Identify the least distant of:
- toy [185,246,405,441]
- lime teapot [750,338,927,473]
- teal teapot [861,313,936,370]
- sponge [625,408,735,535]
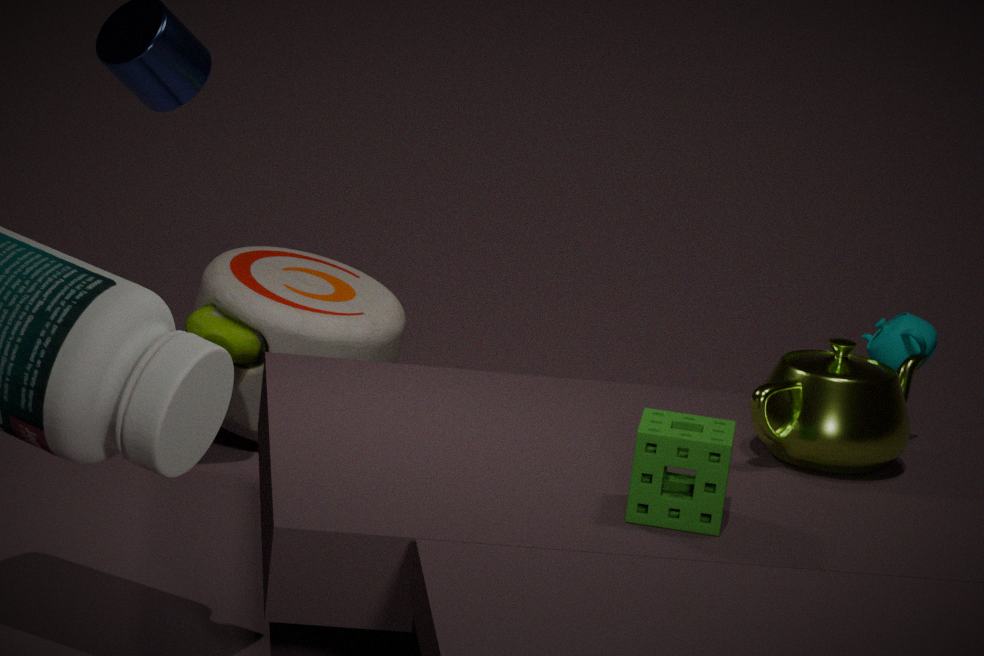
sponge [625,408,735,535]
